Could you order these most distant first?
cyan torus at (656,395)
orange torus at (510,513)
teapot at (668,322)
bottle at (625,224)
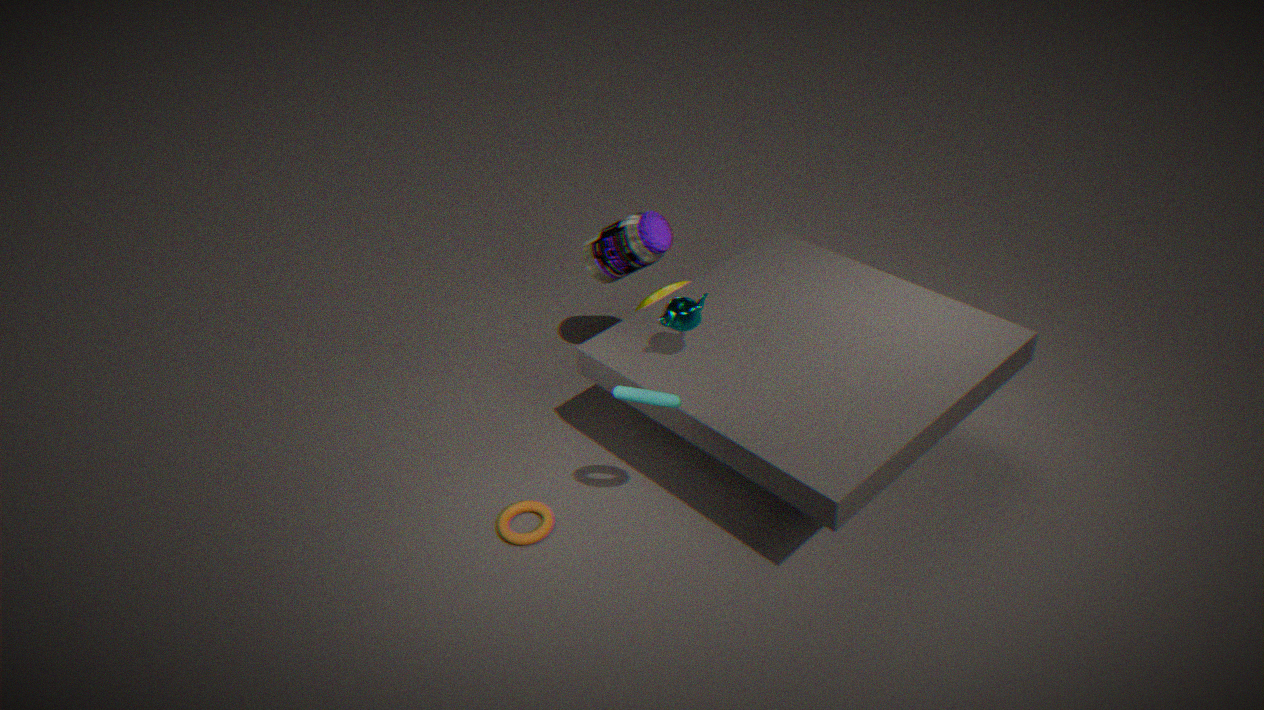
bottle at (625,224) < orange torus at (510,513) < teapot at (668,322) < cyan torus at (656,395)
